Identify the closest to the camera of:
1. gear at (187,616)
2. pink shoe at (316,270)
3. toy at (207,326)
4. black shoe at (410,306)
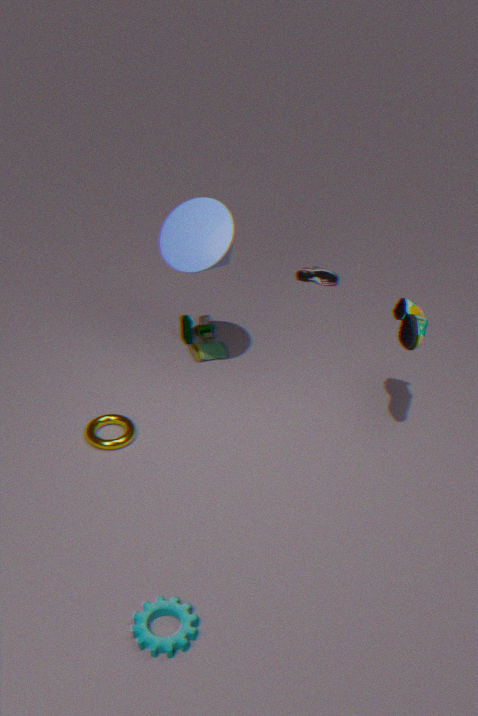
gear at (187,616)
